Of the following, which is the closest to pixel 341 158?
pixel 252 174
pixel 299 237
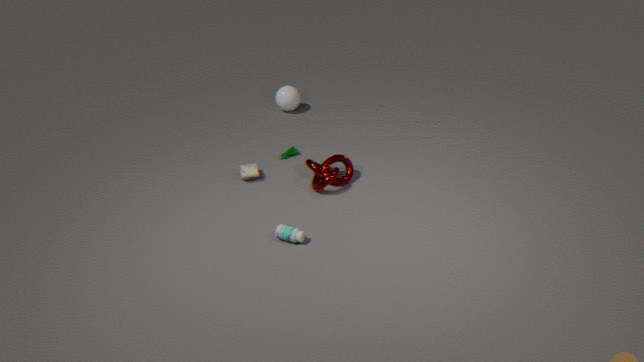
pixel 252 174
